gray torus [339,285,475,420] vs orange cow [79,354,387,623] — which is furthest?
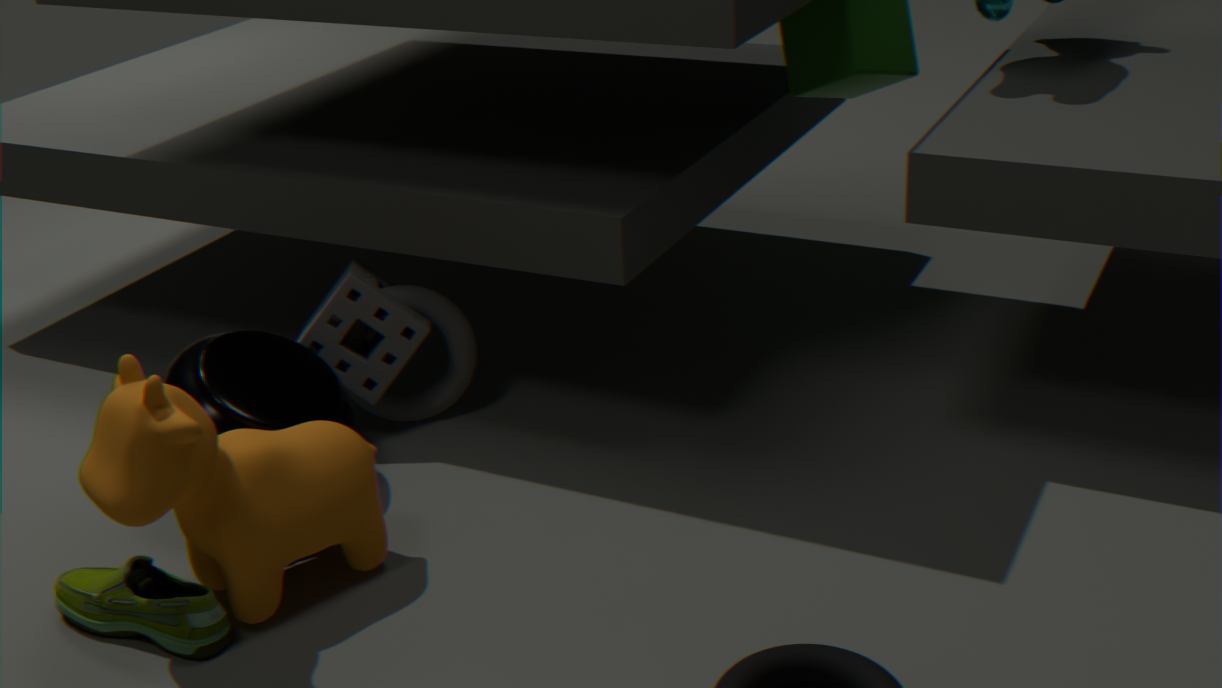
gray torus [339,285,475,420]
